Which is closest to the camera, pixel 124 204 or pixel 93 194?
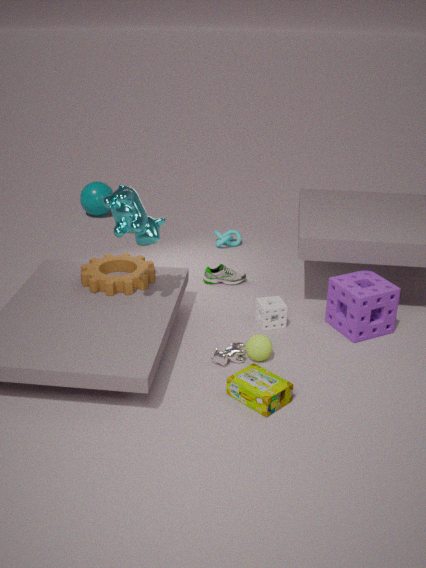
pixel 124 204
